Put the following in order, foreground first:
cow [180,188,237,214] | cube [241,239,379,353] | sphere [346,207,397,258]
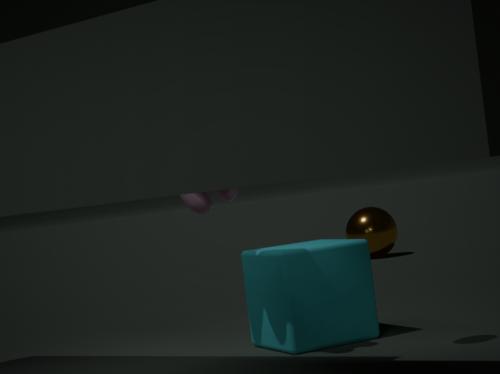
cow [180,188,237,214]
cube [241,239,379,353]
sphere [346,207,397,258]
